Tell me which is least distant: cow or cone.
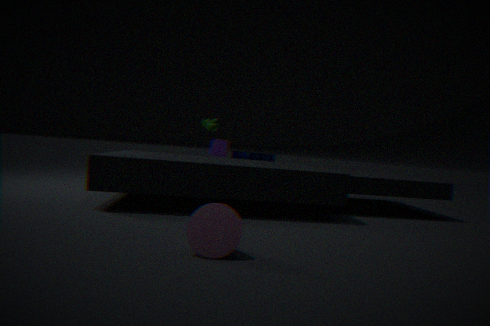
cone
